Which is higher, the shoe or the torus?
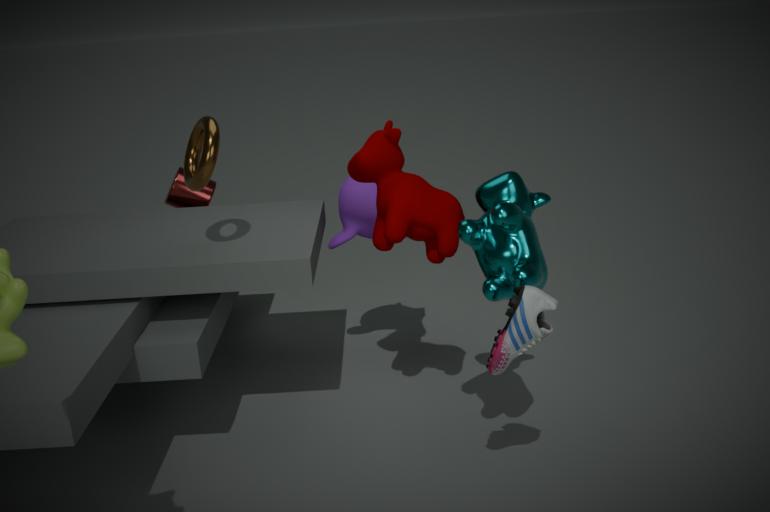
the torus
